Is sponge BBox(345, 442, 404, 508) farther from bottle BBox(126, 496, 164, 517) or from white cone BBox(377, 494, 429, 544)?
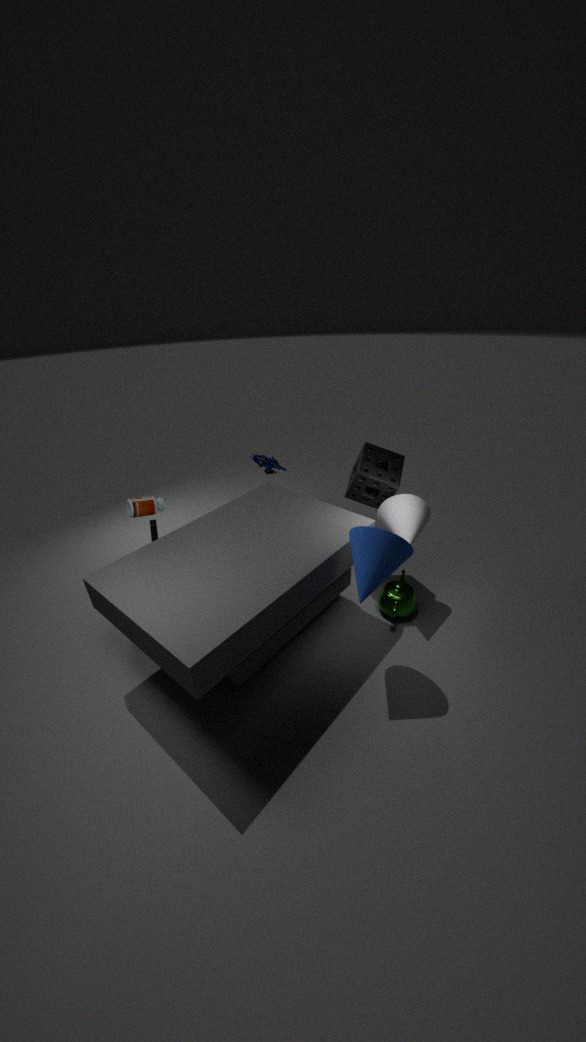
bottle BBox(126, 496, 164, 517)
